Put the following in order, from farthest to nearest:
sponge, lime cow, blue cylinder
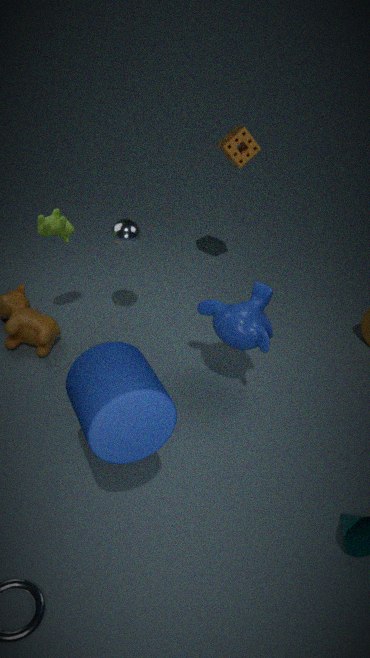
1. sponge
2. lime cow
3. blue cylinder
